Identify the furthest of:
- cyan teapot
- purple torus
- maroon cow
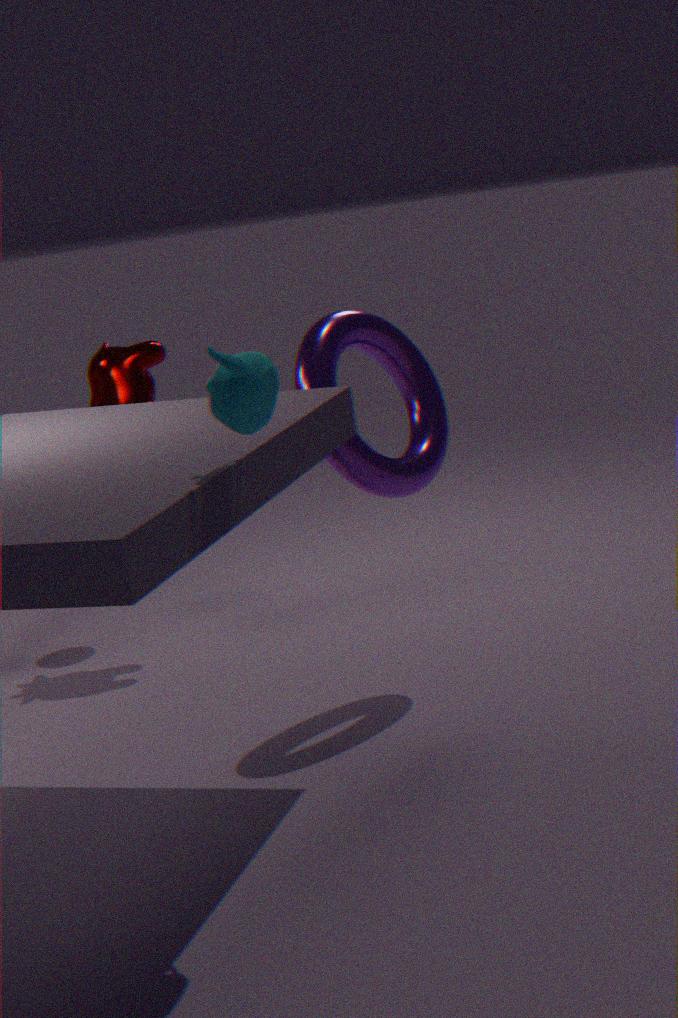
maroon cow
